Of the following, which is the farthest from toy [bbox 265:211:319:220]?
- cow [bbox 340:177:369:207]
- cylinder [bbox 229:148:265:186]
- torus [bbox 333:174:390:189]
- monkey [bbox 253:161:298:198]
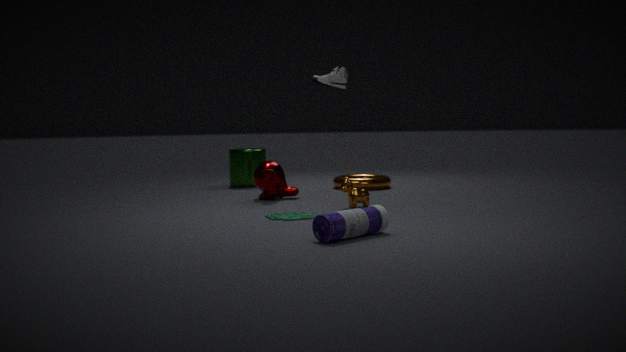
cylinder [bbox 229:148:265:186]
